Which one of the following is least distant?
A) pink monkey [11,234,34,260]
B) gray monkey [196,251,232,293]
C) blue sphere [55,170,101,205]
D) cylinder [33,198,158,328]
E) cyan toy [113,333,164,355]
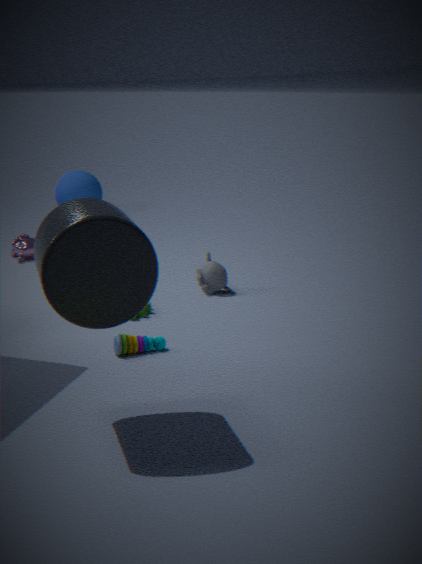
cylinder [33,198,158,328]
